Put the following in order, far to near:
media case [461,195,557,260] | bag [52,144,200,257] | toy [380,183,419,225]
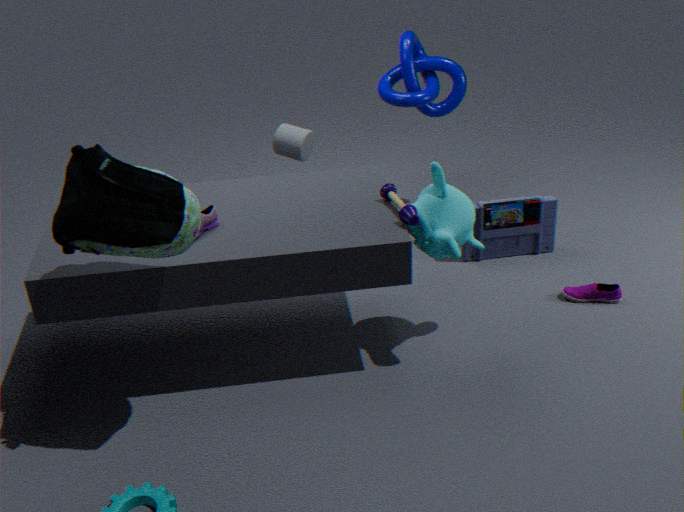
media case [461,195,557,260], toy [380,183,419,225], bag [52,144,200,257]
